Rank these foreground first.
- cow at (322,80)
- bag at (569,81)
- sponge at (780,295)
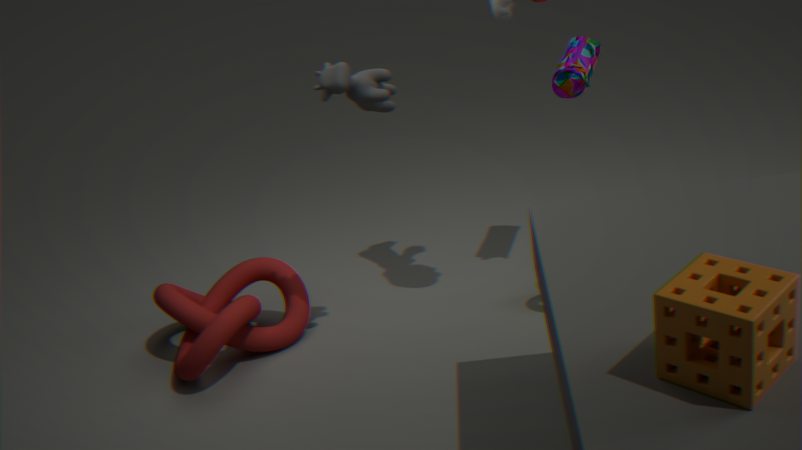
sponge at (780,295) → cow at (322,80) → bag at (569,81)
